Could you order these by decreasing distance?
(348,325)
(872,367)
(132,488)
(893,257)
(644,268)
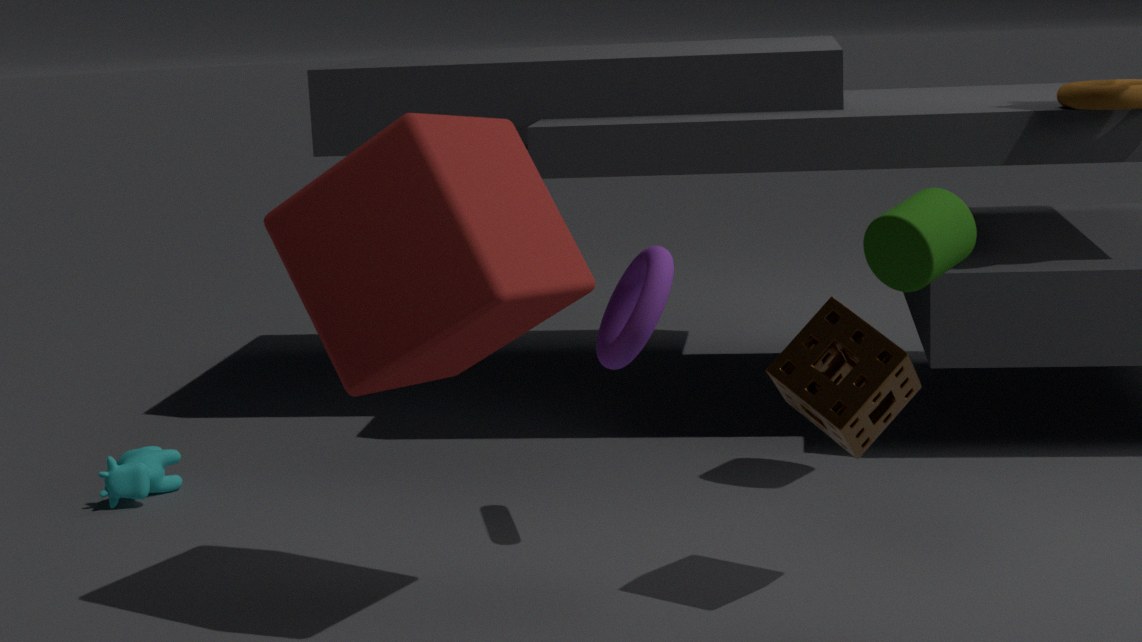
(132,488)
(893,257)
(644,268)
(872,367)
(348,325)
